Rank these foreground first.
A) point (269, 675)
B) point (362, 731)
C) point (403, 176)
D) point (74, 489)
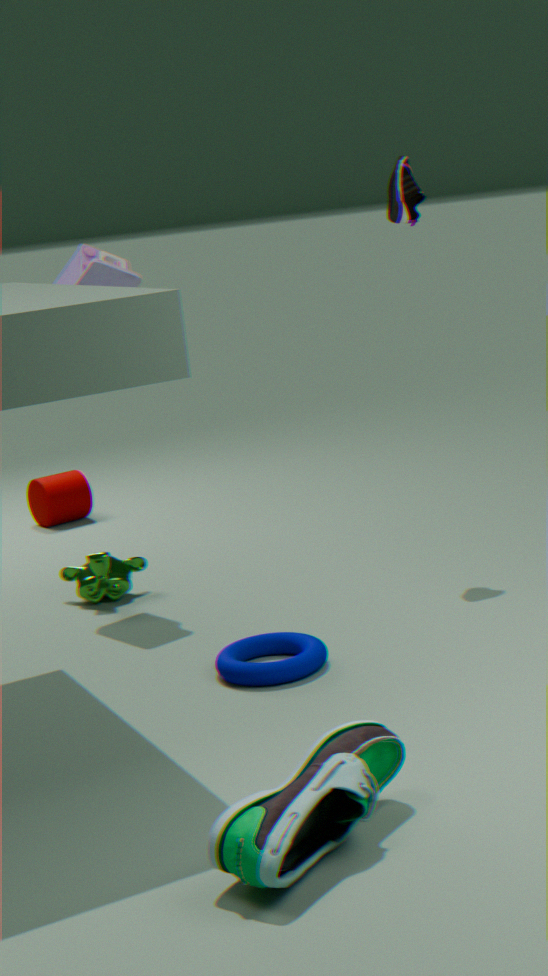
point (362, 731), point (269, 675), point (403, 176), point (74, 489)
